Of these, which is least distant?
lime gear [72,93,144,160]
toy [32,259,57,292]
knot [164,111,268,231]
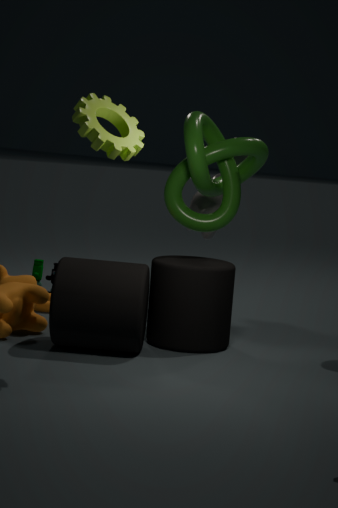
lime gear [72,93,144,160]
